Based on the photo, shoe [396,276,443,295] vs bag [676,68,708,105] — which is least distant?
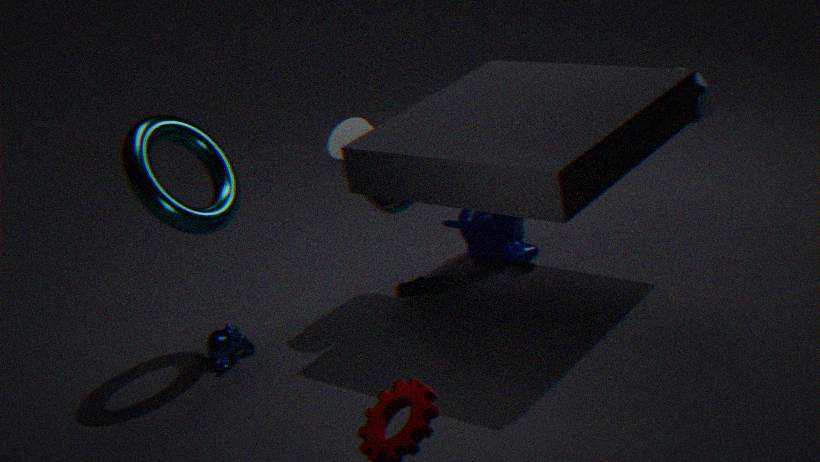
shoe [396,276,443,295]
